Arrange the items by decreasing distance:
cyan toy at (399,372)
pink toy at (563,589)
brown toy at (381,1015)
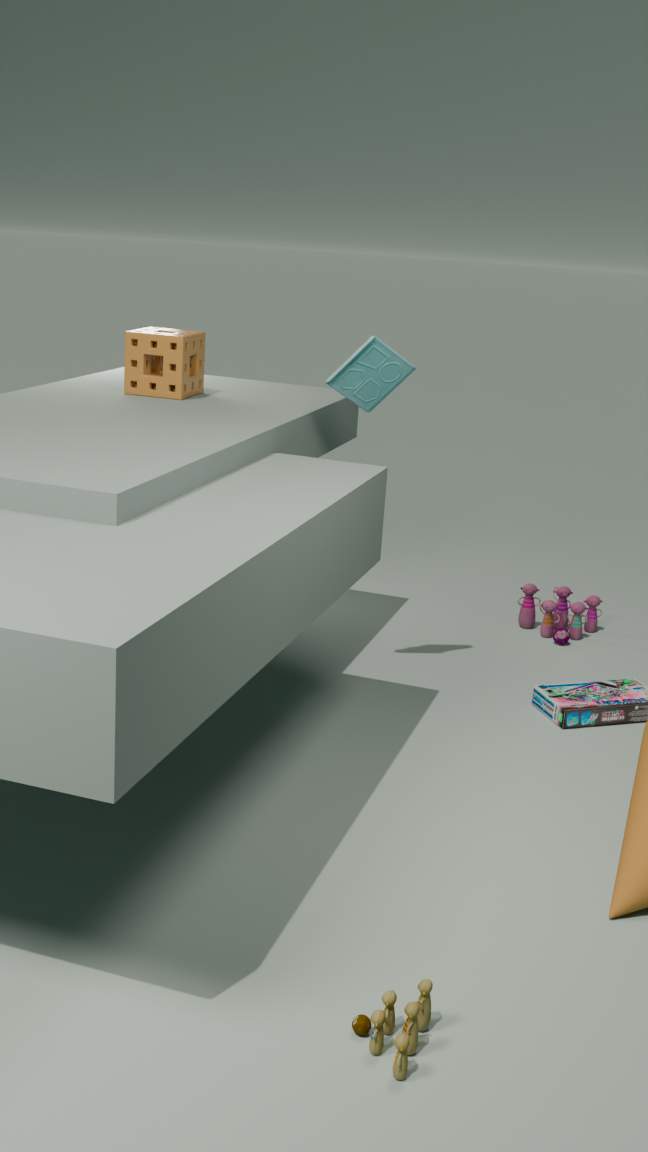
1. pink toy at (563,589)
2. cyan toy at (399,372)
3. brown toy at (381,1015)
